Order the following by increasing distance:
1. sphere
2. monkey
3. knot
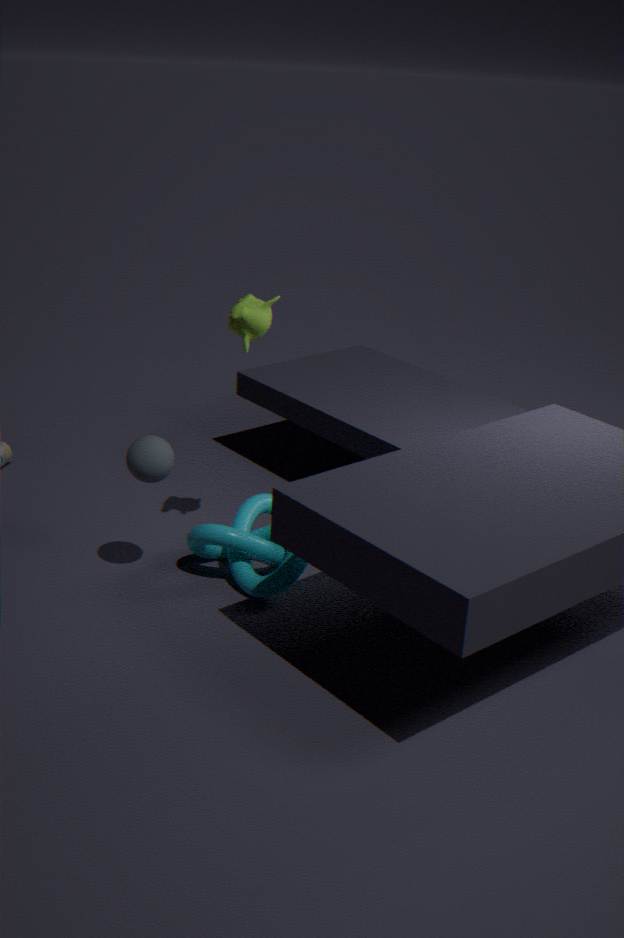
sphere, monkey, knot
